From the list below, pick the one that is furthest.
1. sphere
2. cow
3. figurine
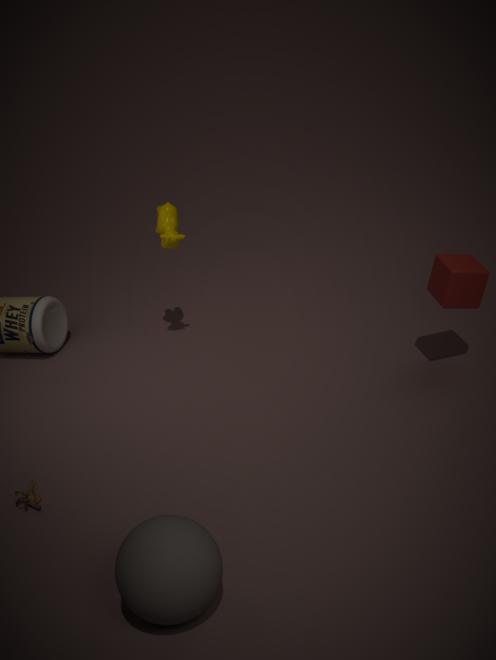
cow
